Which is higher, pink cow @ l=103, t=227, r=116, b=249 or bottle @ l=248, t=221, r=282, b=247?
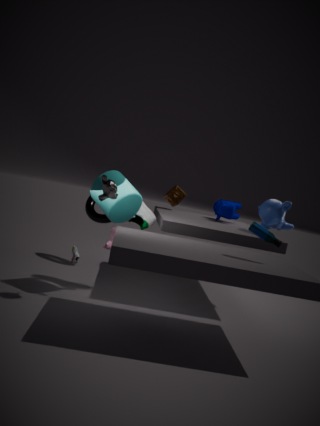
bottle @ l=248, t=221, r=282, b=247
